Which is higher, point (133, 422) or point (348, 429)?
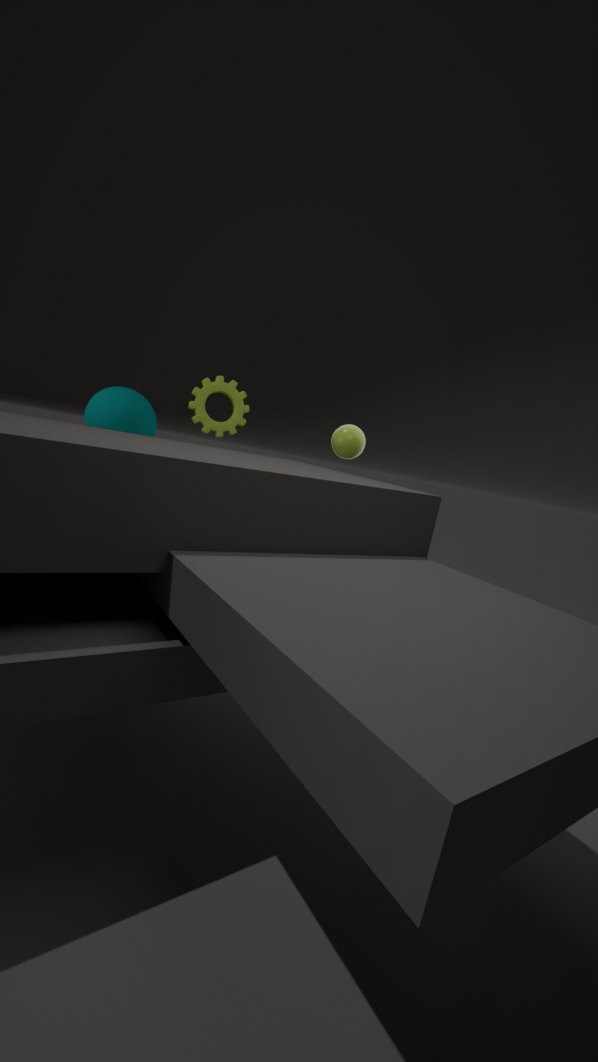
point (348, 429)
